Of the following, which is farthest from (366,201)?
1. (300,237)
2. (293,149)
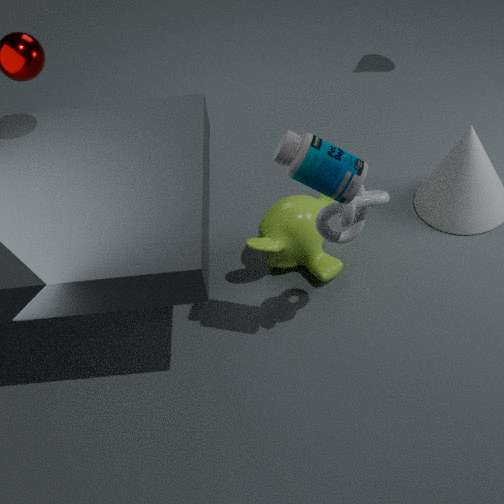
(300,237)
